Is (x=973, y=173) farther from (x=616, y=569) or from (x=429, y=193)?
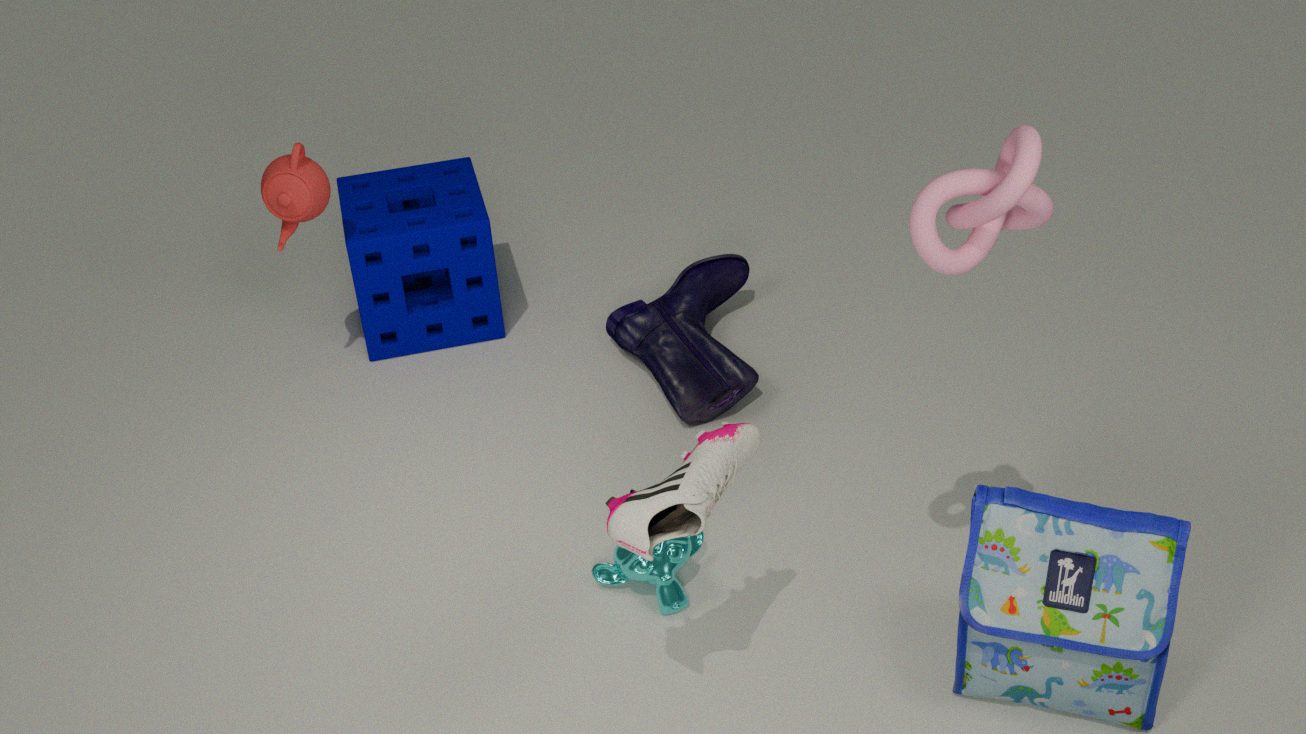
(x=429, y=193)
